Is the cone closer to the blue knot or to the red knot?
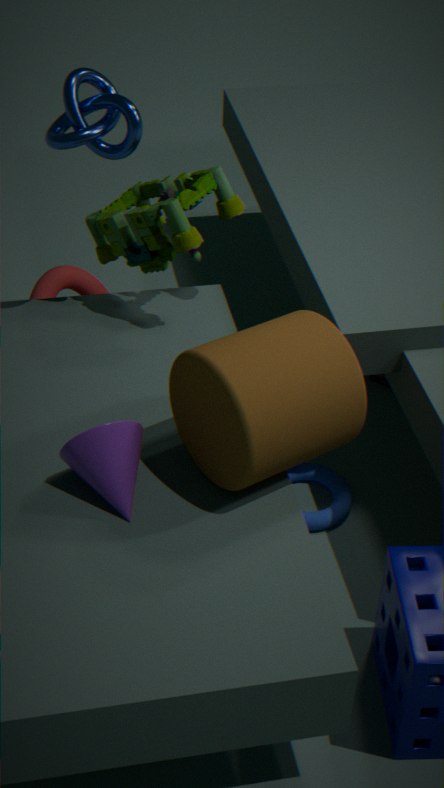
the blue knot
